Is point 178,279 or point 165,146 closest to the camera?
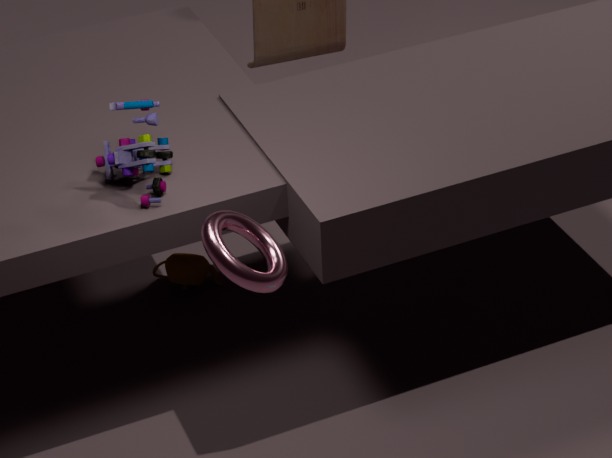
point 165,146
